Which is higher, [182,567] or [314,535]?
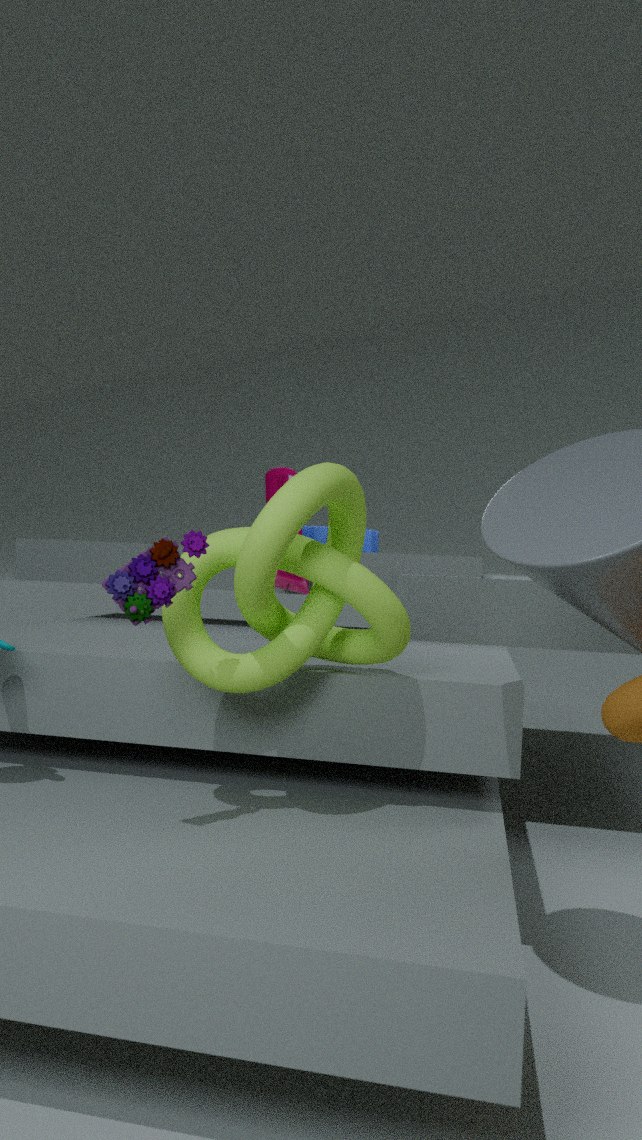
[314,535]
